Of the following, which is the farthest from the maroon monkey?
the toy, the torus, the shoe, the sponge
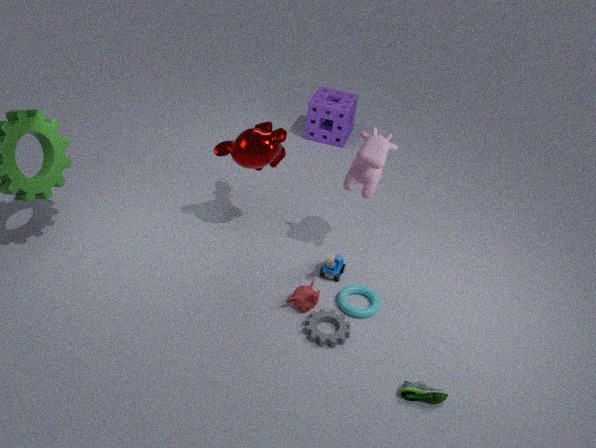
the shoe
